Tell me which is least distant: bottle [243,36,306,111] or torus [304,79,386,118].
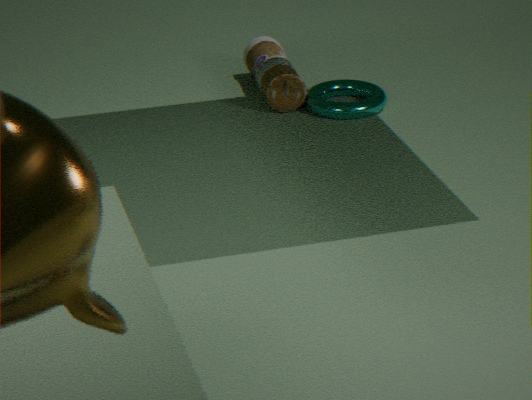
torus [304,79,386,118]
